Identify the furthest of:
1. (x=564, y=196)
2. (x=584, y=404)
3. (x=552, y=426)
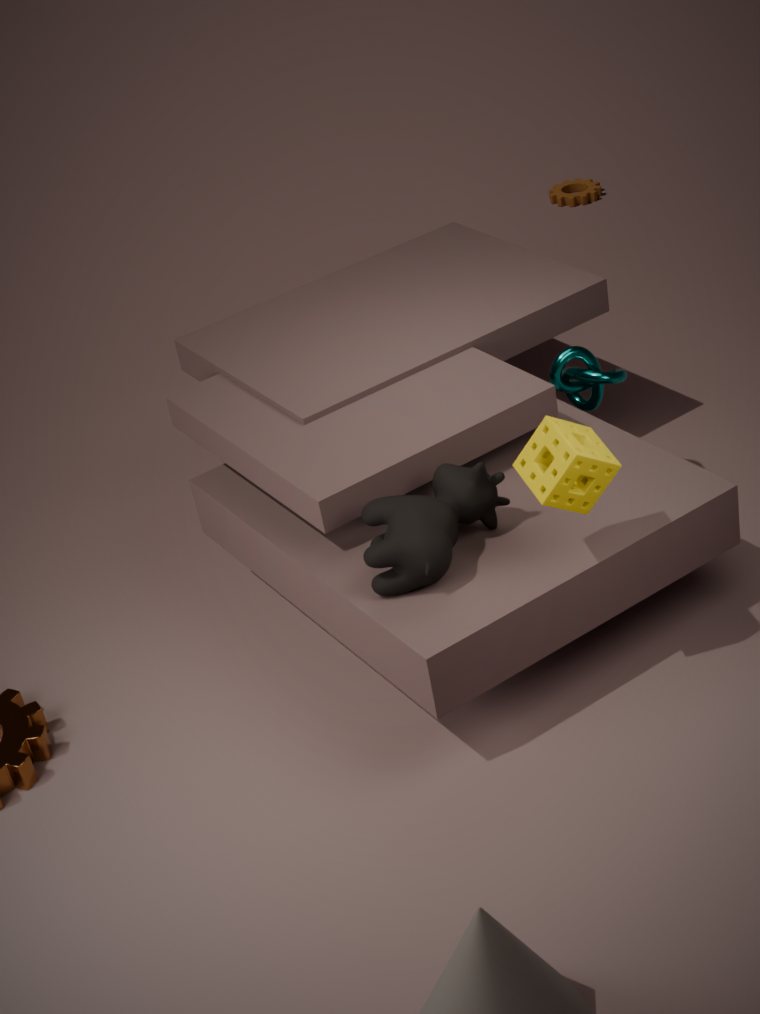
(x=564, y=196)
